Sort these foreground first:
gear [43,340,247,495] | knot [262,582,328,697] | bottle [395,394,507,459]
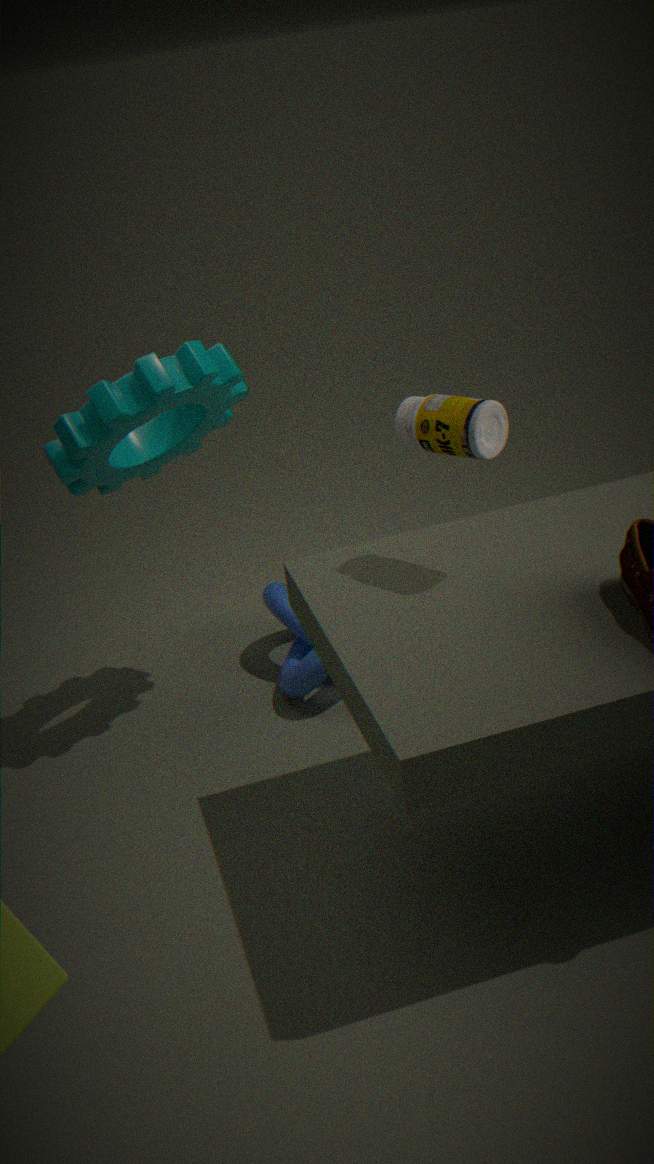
1. bottle [395,394,507,459]
2. gear [43,340,247,495]
3. knot [262,582,328,697]
